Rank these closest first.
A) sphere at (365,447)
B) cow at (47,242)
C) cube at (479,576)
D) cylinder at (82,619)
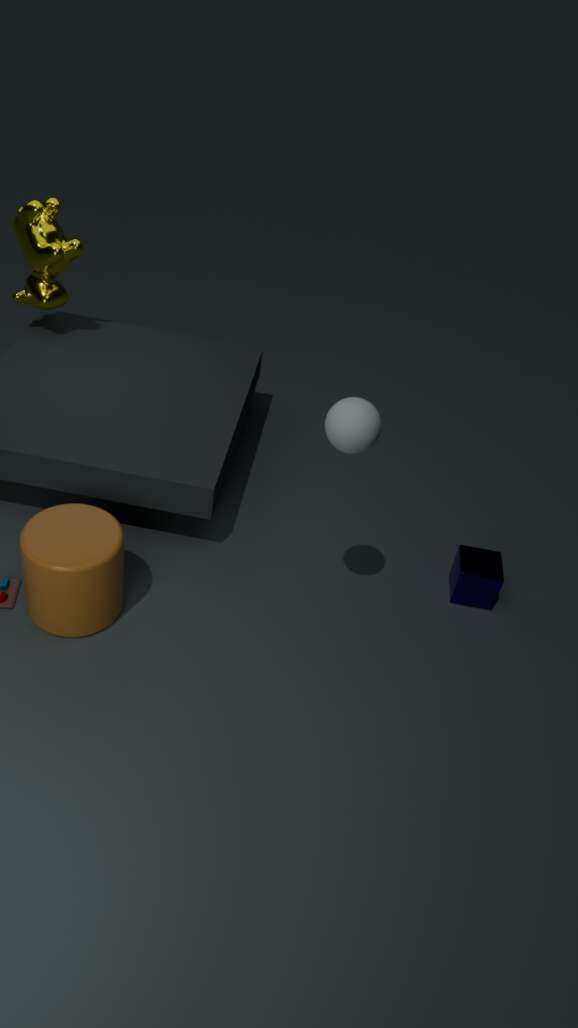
sphere at (365,447)
cylinder at (82,619)
cube at (479,576)
cow at (47,242)
